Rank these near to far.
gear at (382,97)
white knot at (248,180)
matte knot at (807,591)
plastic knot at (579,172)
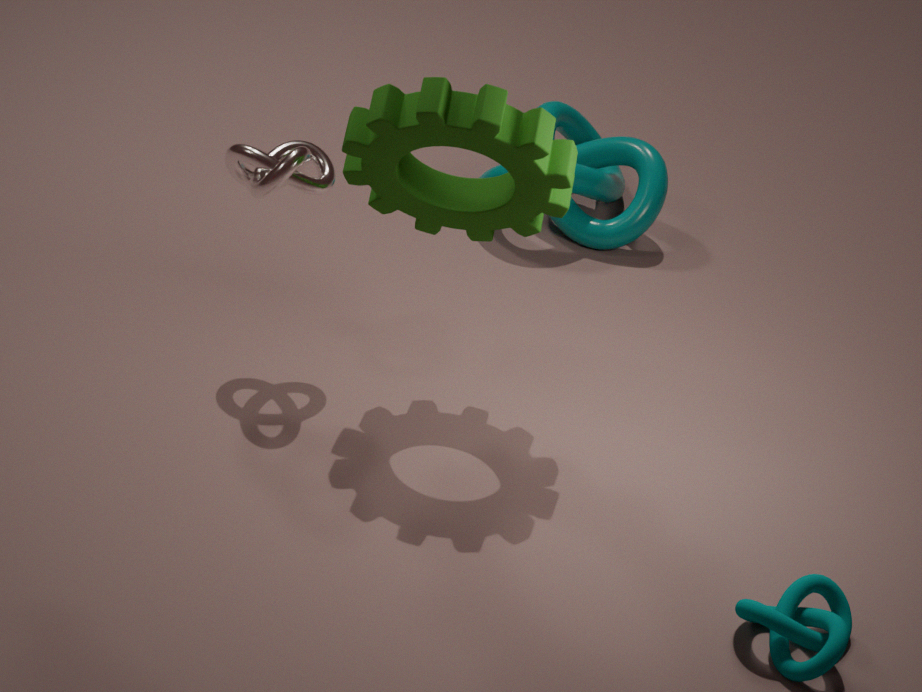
matte knot at (807,591) < gear at (382,97) < white knot at (248,180) < plastic knot at (579,172)
